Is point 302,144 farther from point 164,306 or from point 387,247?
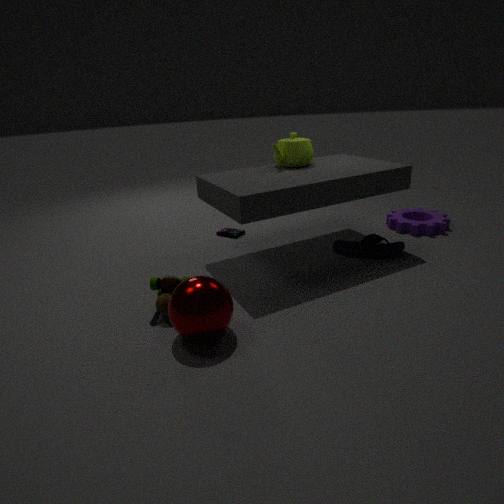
point 164,306
